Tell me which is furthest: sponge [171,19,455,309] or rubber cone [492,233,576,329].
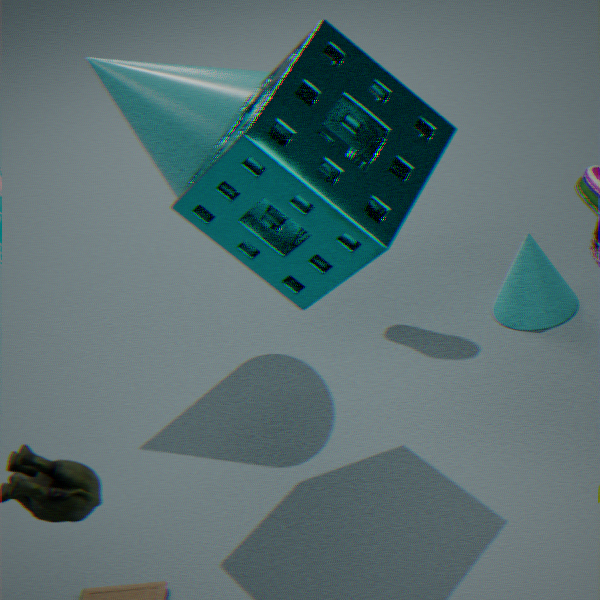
rubber cone [492,233,576,329]
